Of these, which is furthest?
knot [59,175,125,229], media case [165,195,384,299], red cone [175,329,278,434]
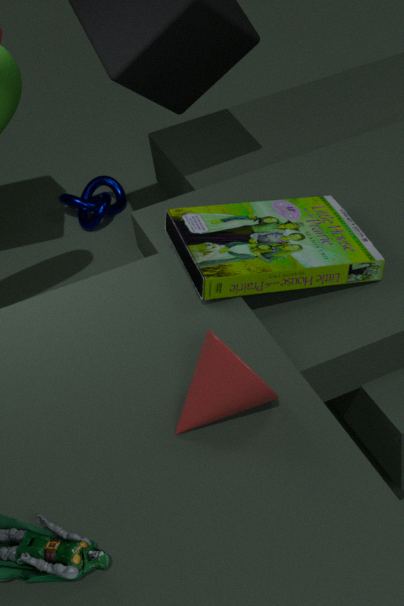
knot [59,175,125,229]
